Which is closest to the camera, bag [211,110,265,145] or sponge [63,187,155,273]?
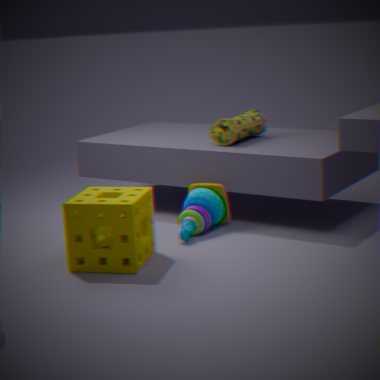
sponge [63,187,155,273]
